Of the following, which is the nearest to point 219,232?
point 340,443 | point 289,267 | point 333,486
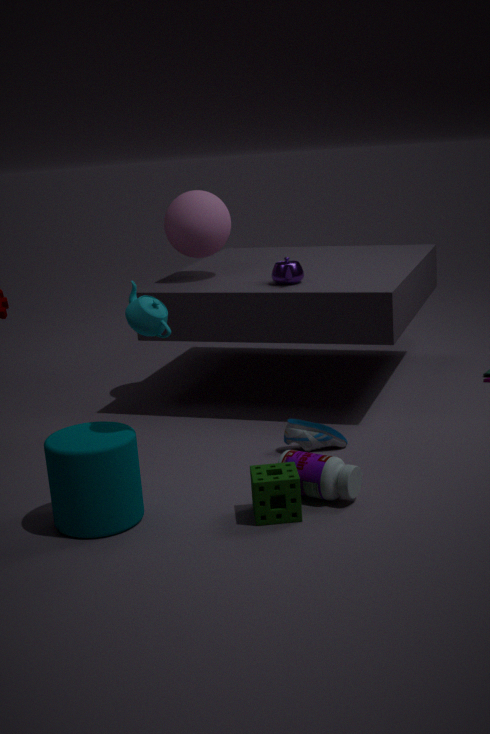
point 289,267
